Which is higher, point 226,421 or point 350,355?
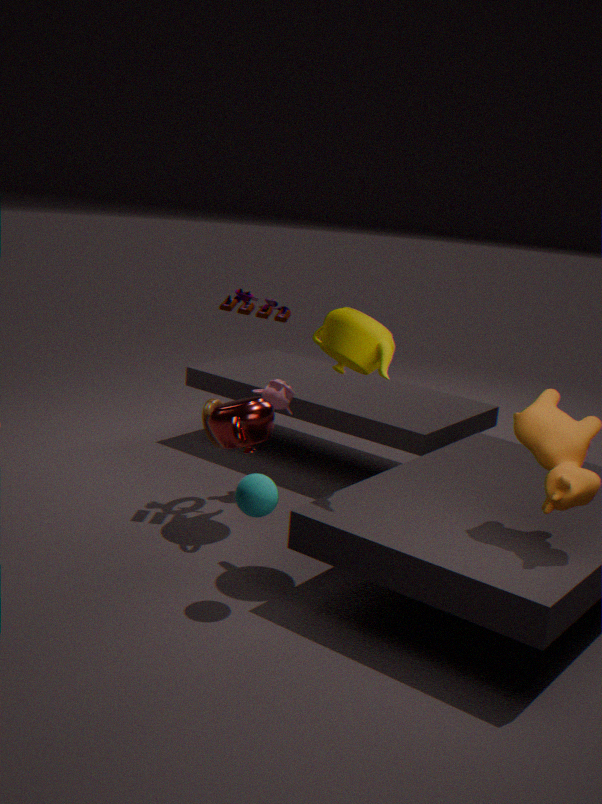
point 350,355
